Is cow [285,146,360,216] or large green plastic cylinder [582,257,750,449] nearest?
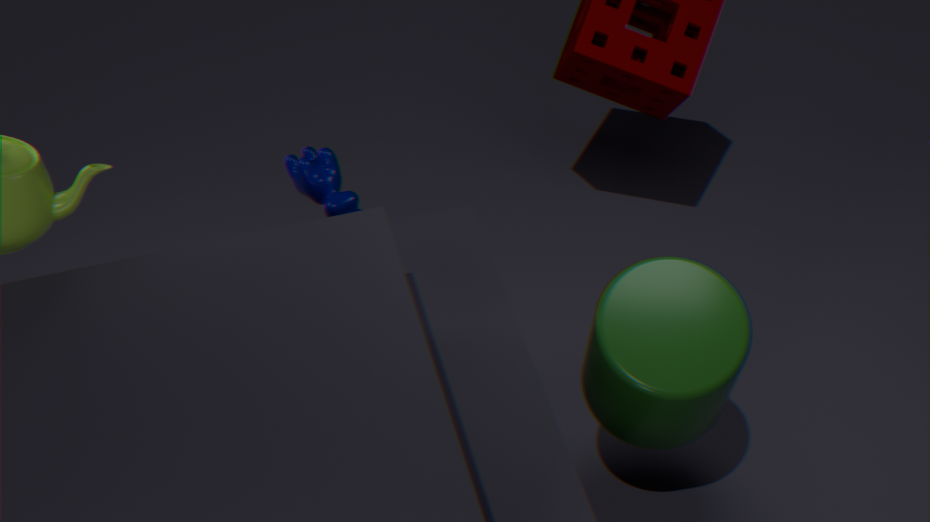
large green plastic cylinder [582,257,750,449]
